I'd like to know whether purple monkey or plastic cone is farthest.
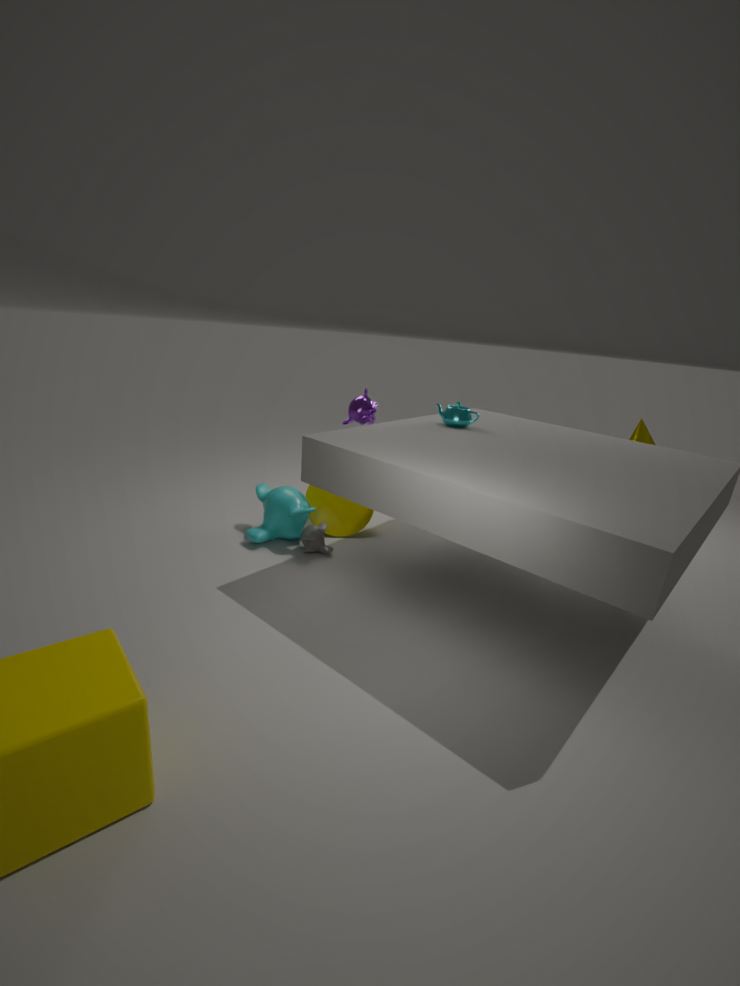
plastic cone
